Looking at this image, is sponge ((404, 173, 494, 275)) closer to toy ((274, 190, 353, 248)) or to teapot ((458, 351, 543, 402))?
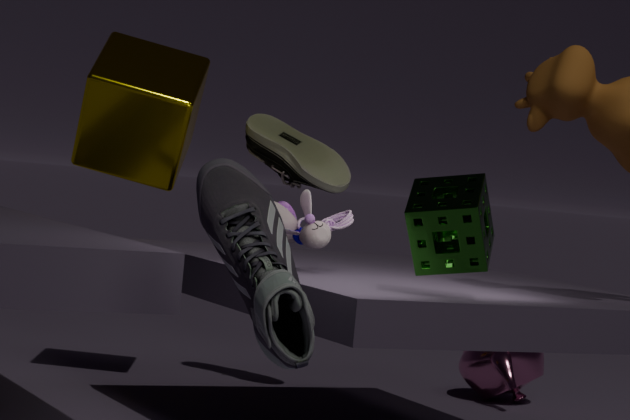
toy ((274, 190, 353, 248))
